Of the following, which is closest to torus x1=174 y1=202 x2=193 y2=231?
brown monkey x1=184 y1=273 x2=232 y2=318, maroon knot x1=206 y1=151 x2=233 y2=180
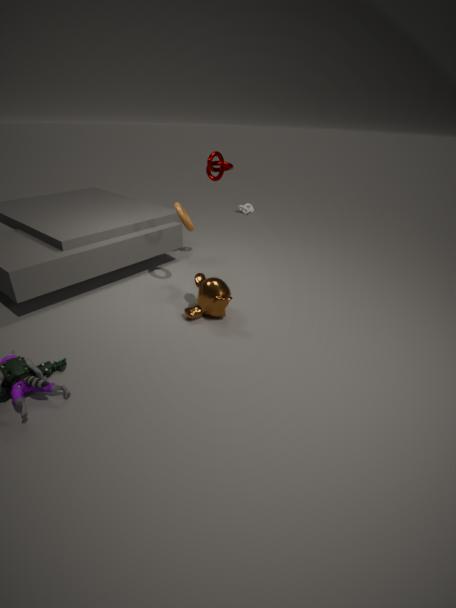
brown monkey x1=184 y1=273 x2=232 y2=318
